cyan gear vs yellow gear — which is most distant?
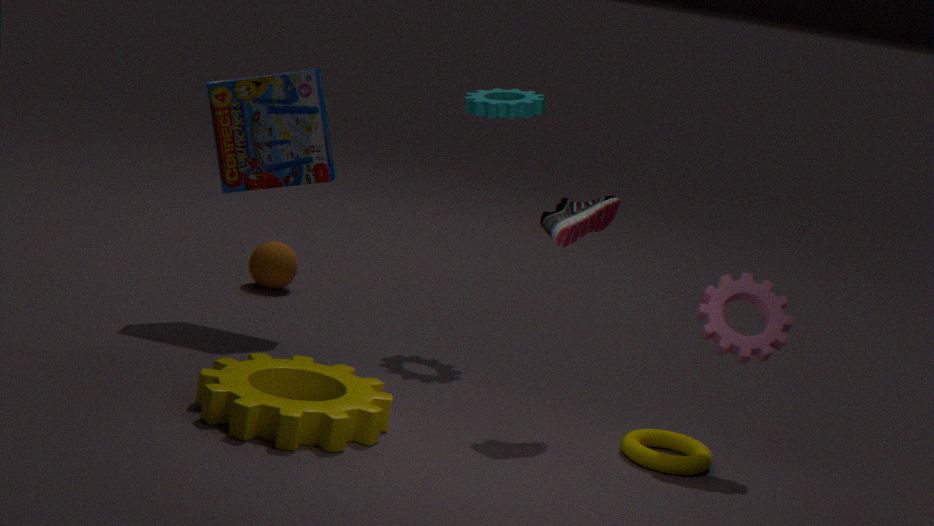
cyan gear
